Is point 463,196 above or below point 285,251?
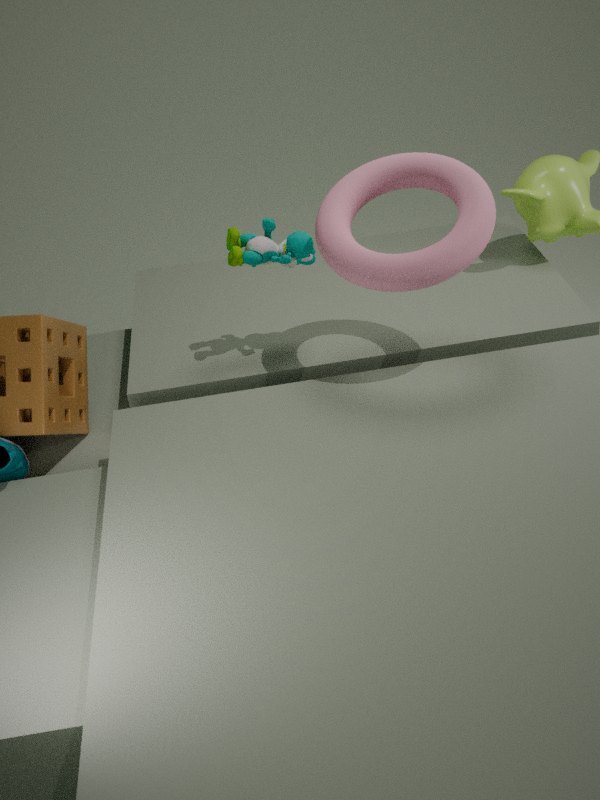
above
